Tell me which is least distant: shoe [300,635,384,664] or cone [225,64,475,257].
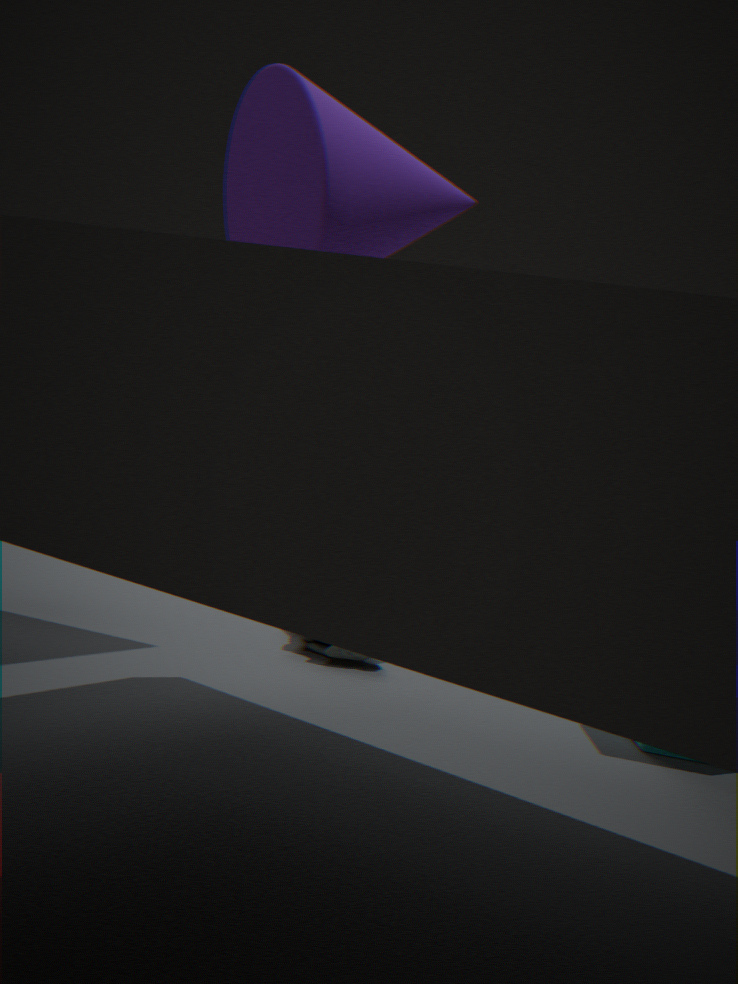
cone [225,64,475,257]
